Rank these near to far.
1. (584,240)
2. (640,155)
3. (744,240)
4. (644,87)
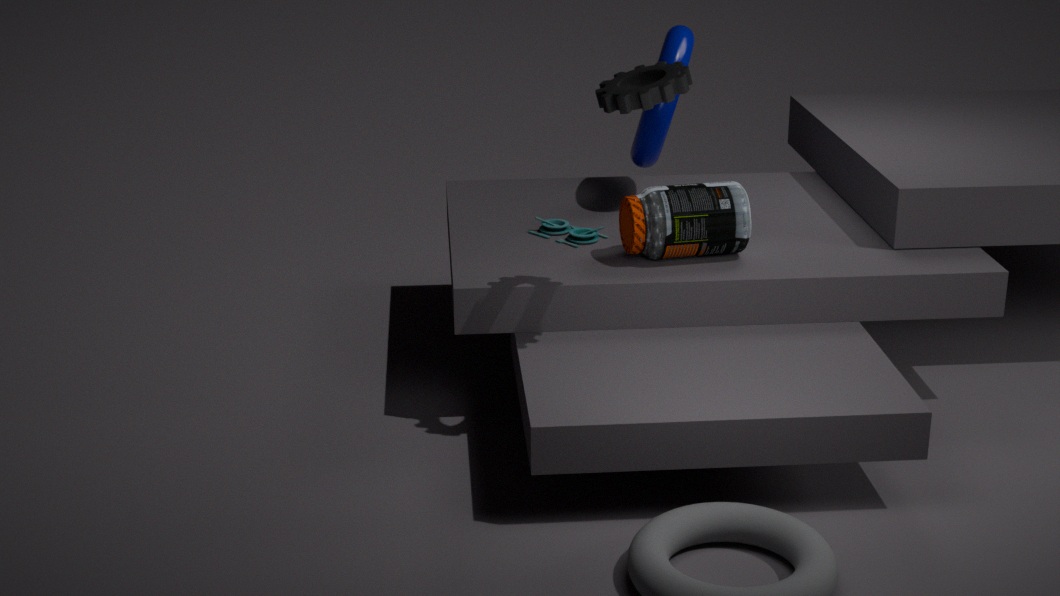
(644,87), (744,240), (584,240), (640,155)
